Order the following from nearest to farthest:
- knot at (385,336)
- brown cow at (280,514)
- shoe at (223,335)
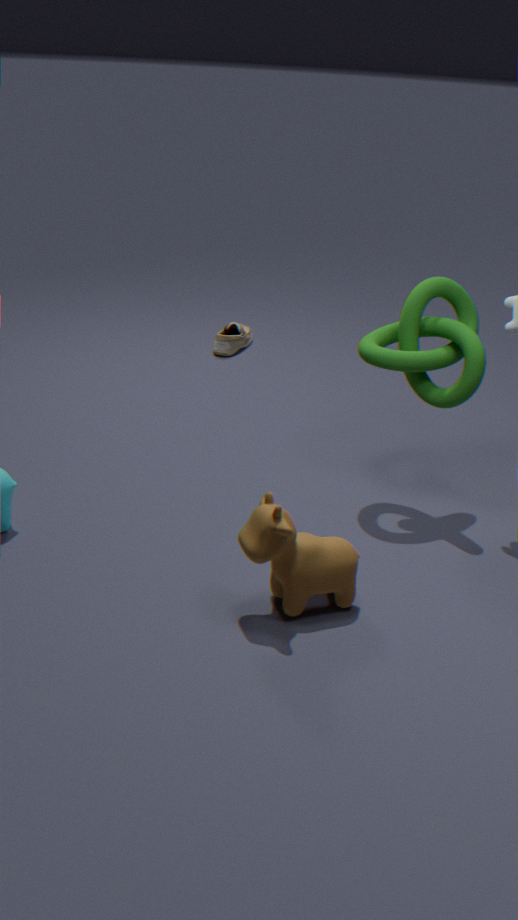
1. brown cow at (280,514)
2. knot at (385,336)
3. shoe at (223,335)
